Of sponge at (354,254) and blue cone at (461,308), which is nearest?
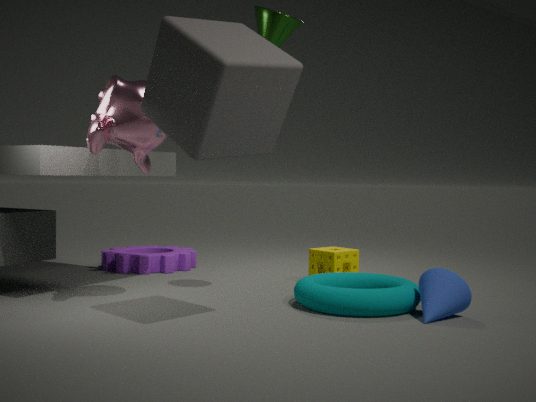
blue cone at (461,308)
